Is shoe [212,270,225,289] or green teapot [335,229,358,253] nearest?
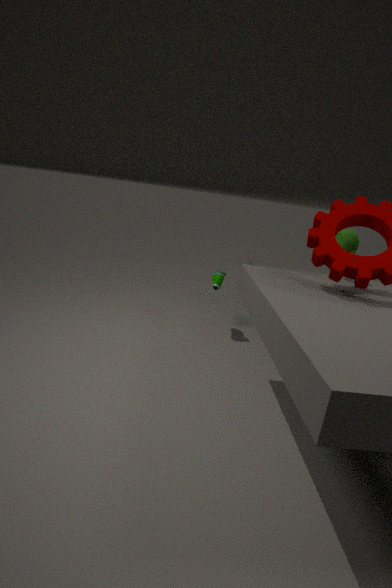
green teapot [335,229,358,253]
